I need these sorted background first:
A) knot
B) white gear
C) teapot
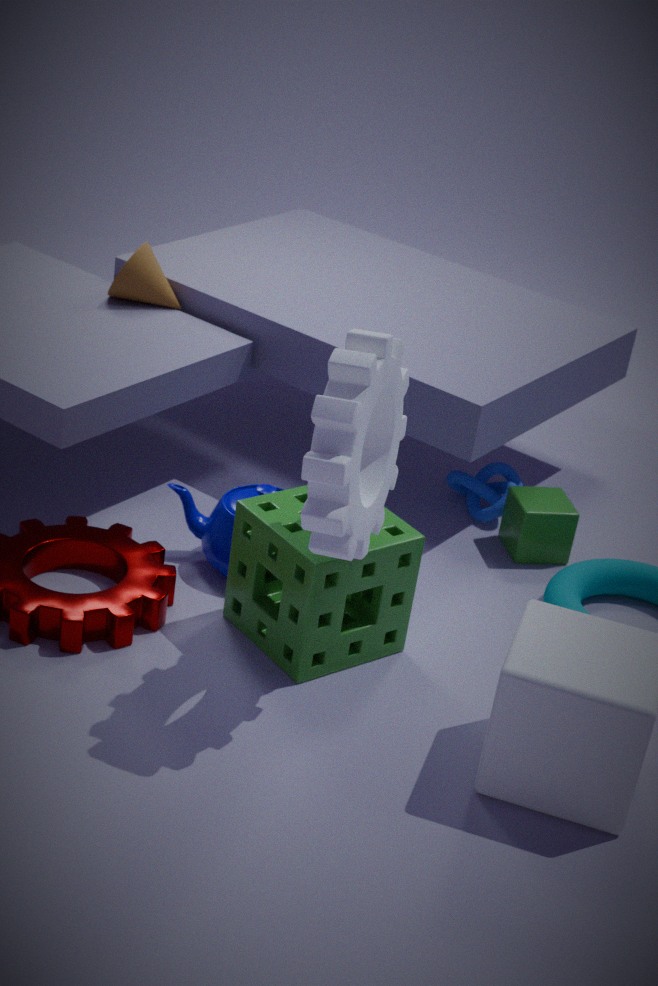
knot < teapot < white gear
